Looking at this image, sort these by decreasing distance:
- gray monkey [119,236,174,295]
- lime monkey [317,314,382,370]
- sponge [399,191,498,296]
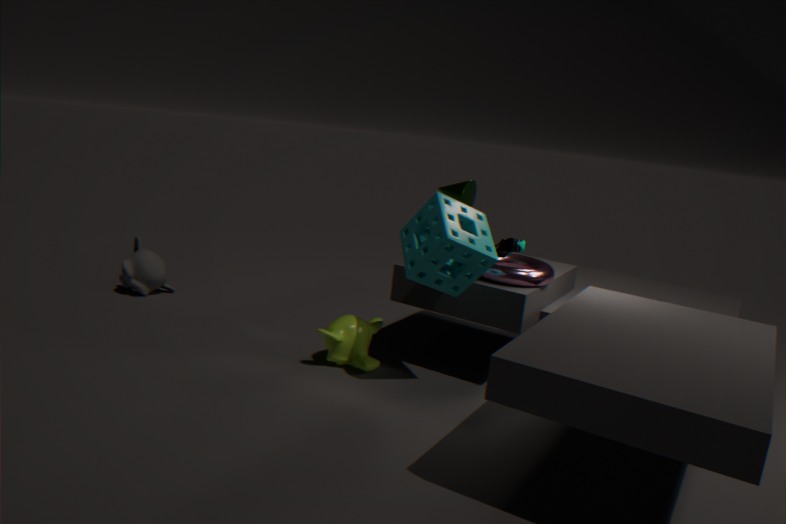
gray monkey [119,236,174,295], lime monkey [317,314,382,370], sponge [399,191,498,296]
